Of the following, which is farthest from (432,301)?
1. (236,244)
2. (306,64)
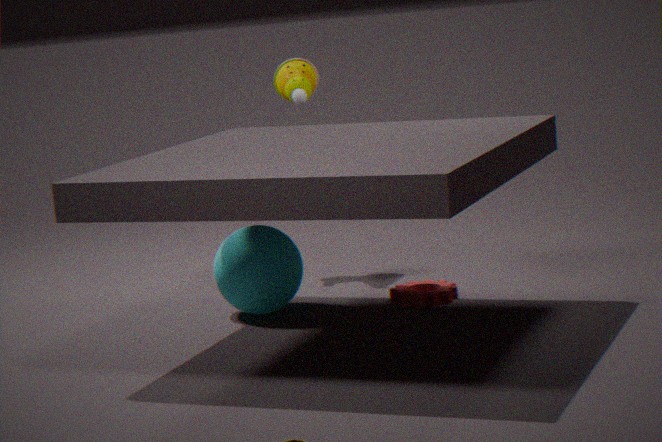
(306,64)
